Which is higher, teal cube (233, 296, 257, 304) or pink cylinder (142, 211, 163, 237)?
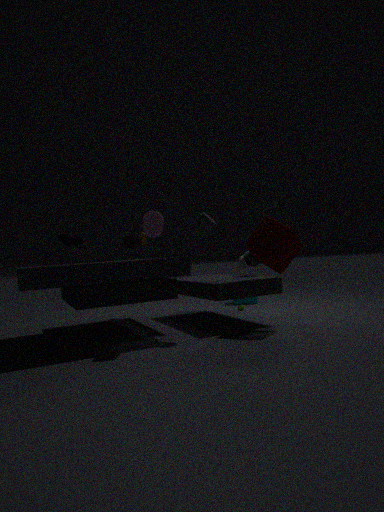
pink cylinder (142, 211, 163, 237)
